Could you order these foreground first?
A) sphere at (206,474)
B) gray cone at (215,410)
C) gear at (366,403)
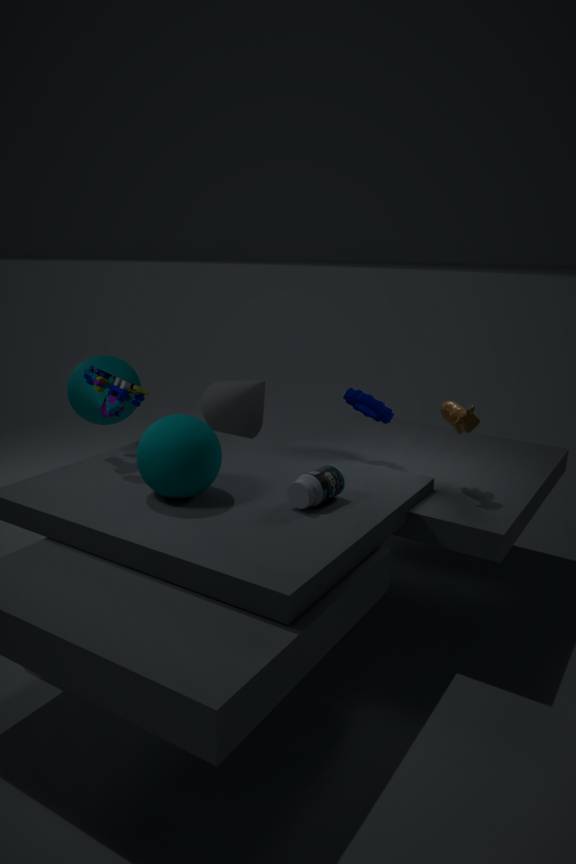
sphere at (206,474), gear at (366,403), gray cone at (215,410)
